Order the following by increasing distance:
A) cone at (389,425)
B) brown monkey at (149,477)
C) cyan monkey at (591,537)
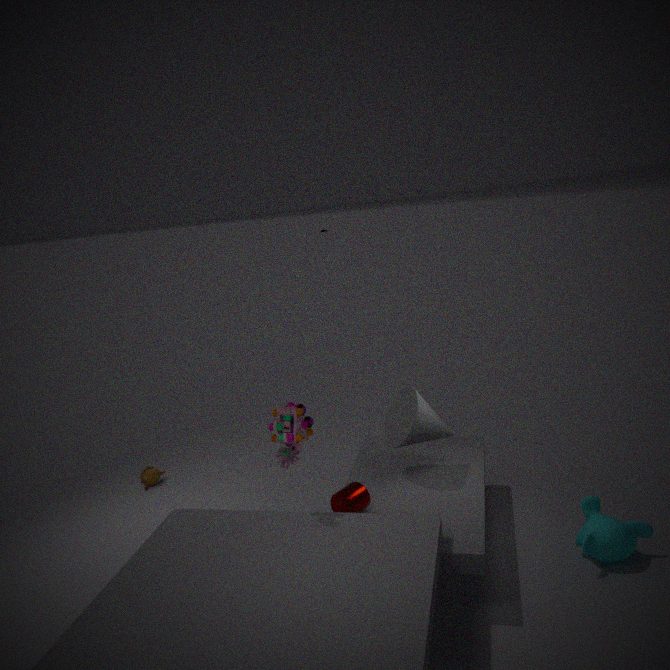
cyan monkey at (591,537), cone at (389,425), brown monkey at (149,477)
